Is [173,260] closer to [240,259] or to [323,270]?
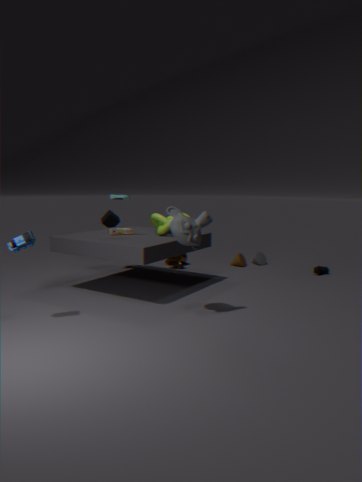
[240,259]
